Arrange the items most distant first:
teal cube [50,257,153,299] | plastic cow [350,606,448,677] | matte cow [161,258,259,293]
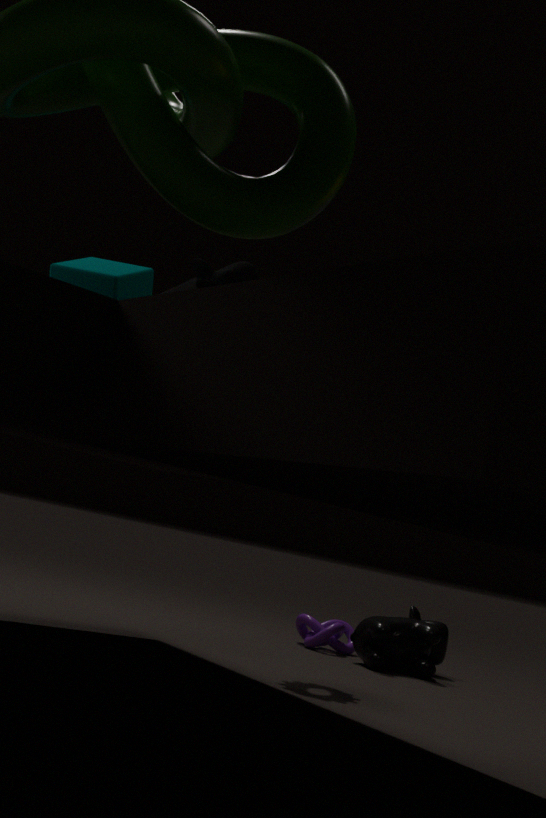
plastic cow [350,606,448,677] < matte cow [161,258,259,293] < teal cube [50,257,153,299]
